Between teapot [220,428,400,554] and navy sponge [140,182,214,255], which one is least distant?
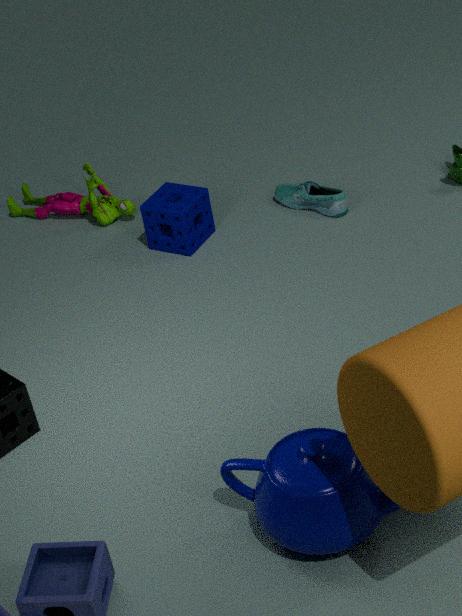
teapot [220,428,400,554]
